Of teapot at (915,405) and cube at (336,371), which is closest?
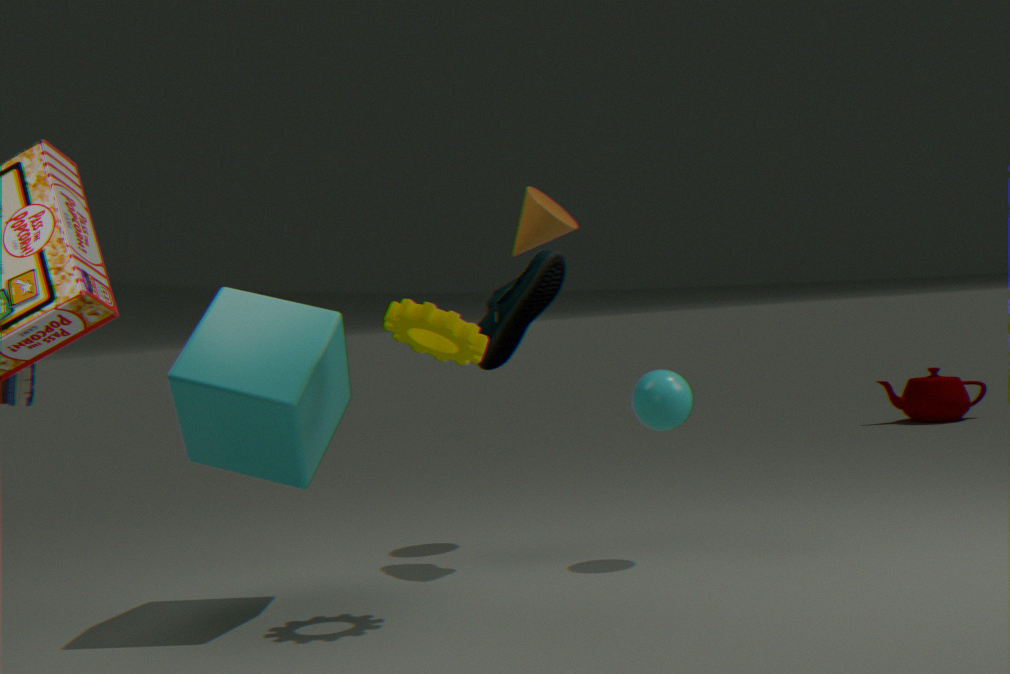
cube at (336,371)
